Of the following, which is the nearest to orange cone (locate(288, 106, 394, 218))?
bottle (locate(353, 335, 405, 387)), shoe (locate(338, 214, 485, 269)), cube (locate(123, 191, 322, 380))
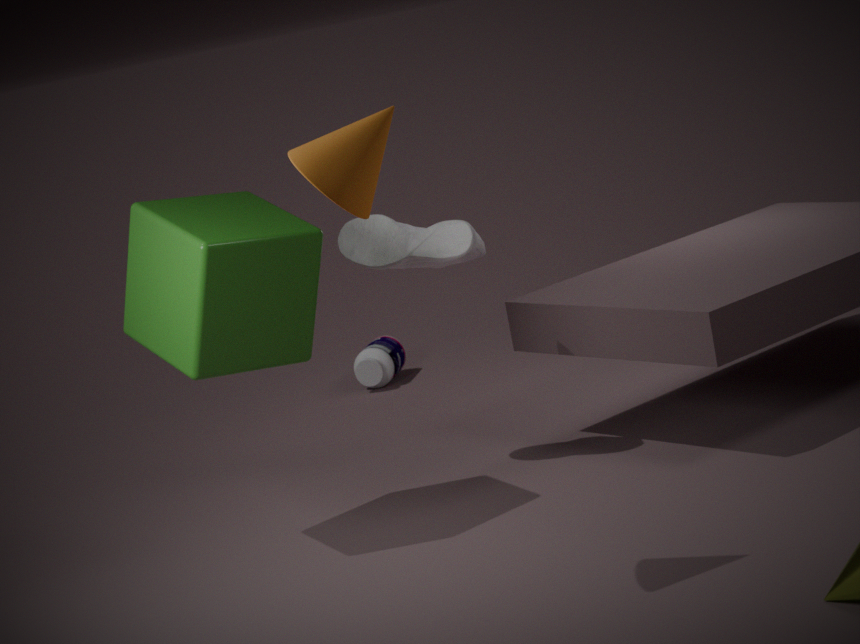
cube (locate(123, 191, 322, 380))
